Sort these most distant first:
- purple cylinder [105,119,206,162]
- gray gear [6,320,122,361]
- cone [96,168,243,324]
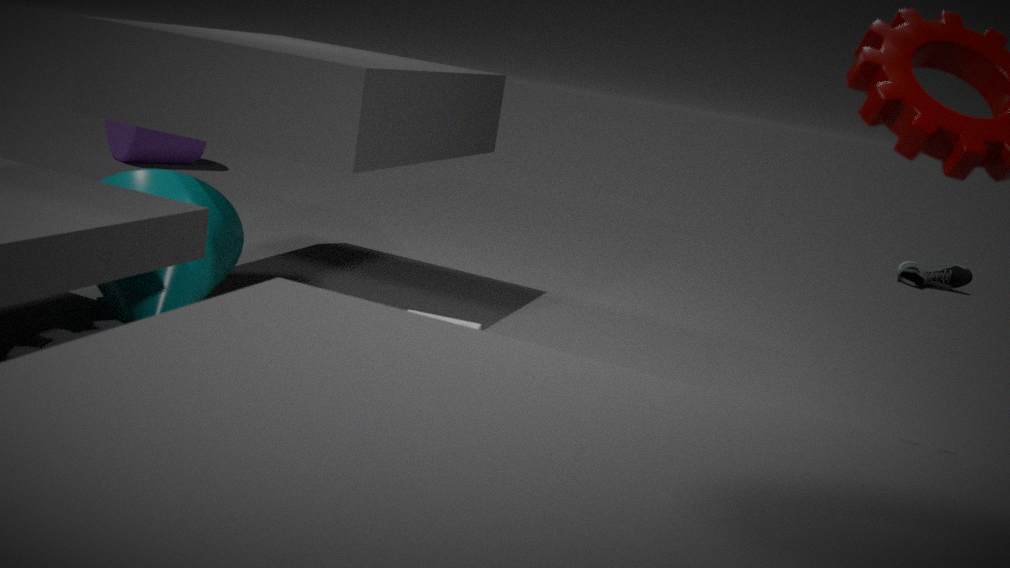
purple cylinder [105,119,206,162] → cone [96,168,243,324] → gray gear [6,320,122,361]
